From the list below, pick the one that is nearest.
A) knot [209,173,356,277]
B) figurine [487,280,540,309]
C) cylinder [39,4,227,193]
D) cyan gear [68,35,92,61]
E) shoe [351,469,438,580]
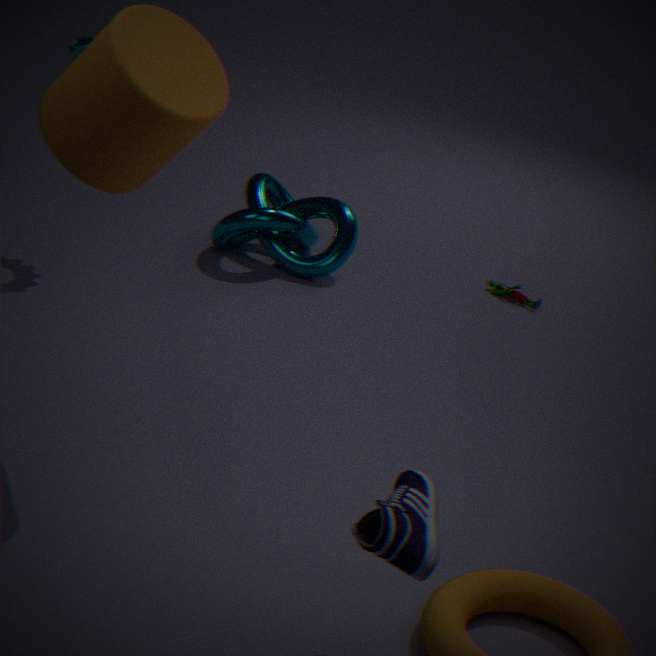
shoe [351,469,438,580]
